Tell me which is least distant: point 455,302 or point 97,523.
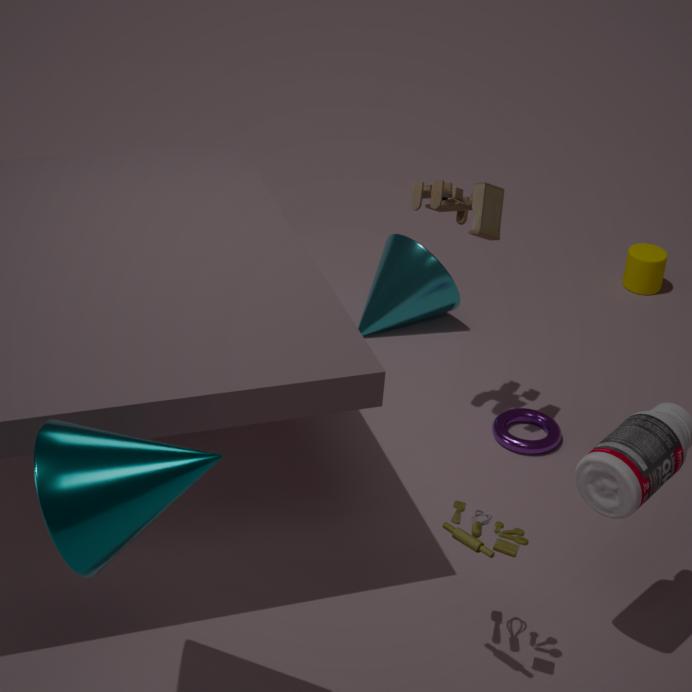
point 97,523
